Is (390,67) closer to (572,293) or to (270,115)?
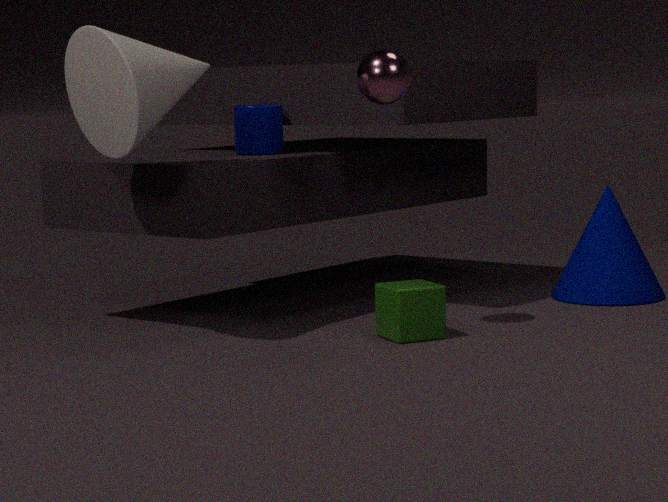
(270,115)
